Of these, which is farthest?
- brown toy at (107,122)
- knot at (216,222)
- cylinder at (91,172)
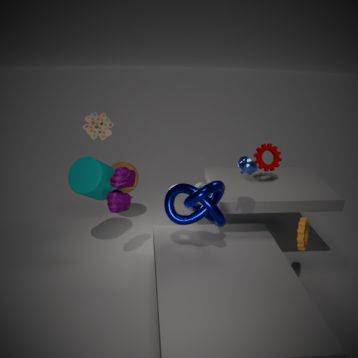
Answer: brown toy at (107,122)
